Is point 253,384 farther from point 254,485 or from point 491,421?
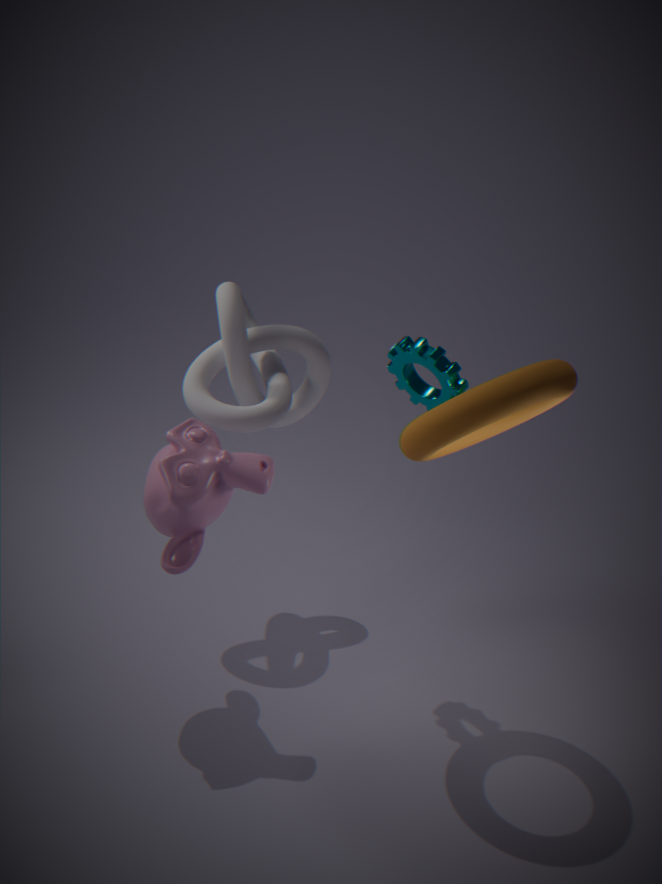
point 491,421
